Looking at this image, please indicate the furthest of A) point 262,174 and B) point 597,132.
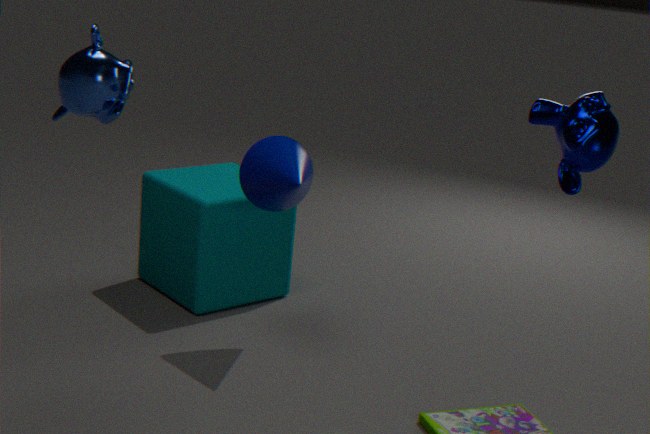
A. point 262,174
